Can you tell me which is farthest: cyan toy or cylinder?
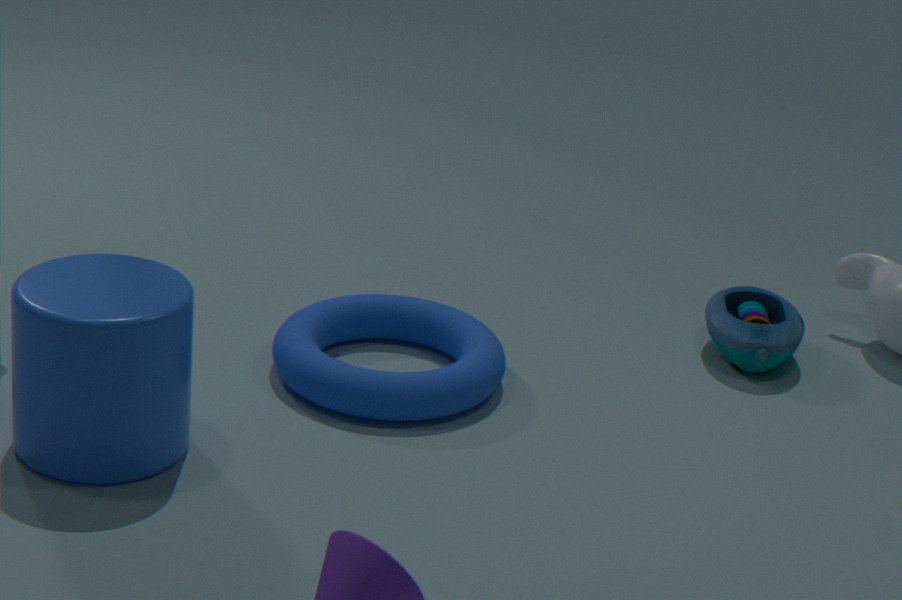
cyan toy
